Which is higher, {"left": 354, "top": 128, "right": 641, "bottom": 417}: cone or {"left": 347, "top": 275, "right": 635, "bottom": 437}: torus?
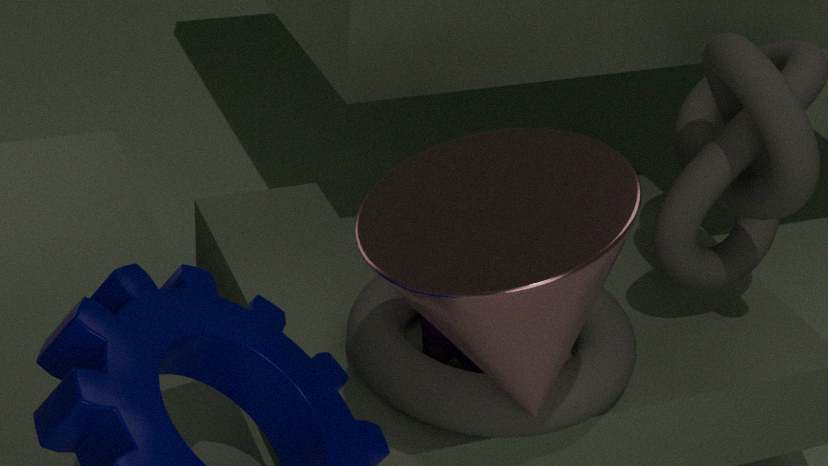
{"left": 354, "top": 128, "right": 641, "bottom": 417}: cone
